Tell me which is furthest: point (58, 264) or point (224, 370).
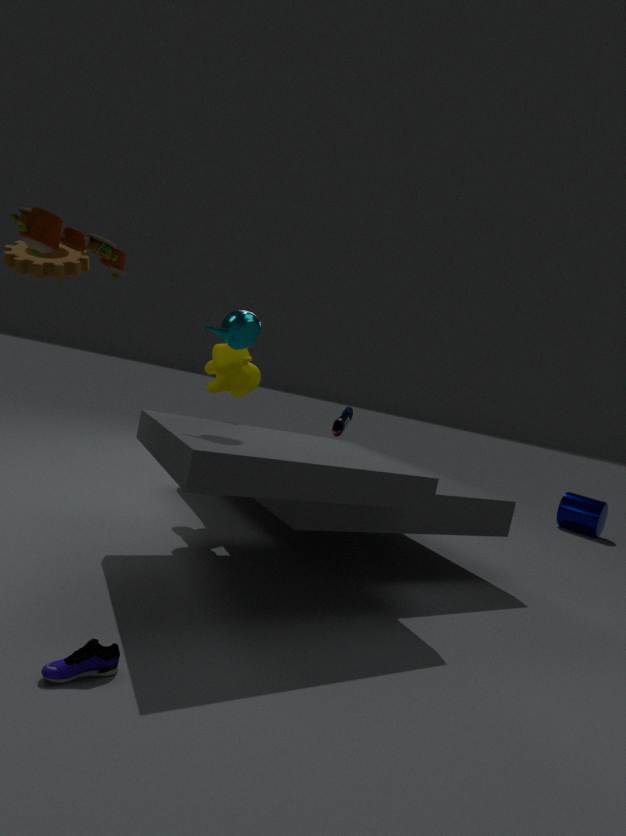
point (224, 370)
